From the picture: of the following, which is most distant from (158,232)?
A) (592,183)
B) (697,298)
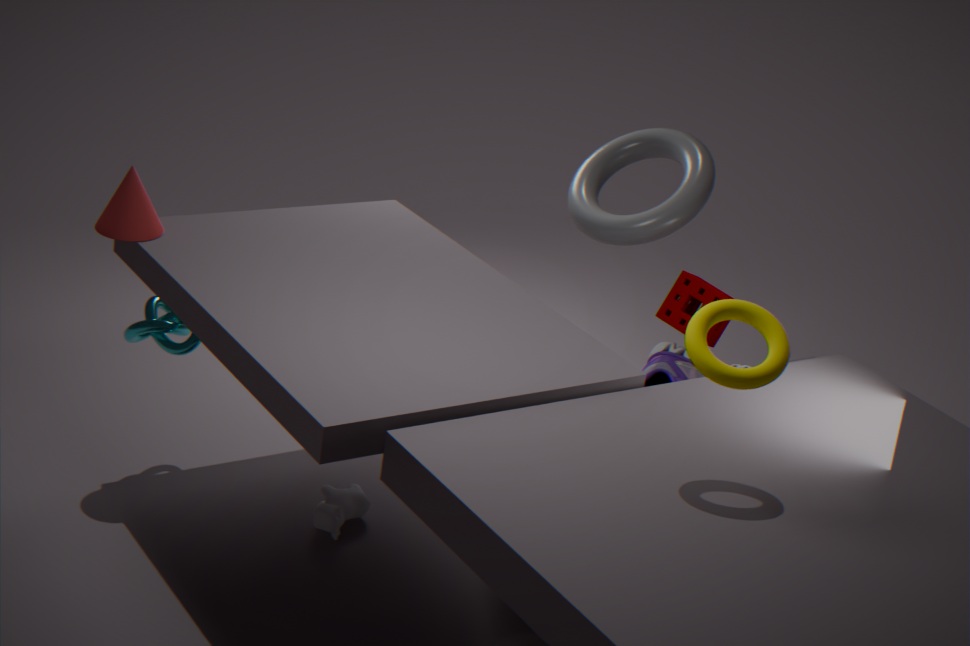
(697,298)
